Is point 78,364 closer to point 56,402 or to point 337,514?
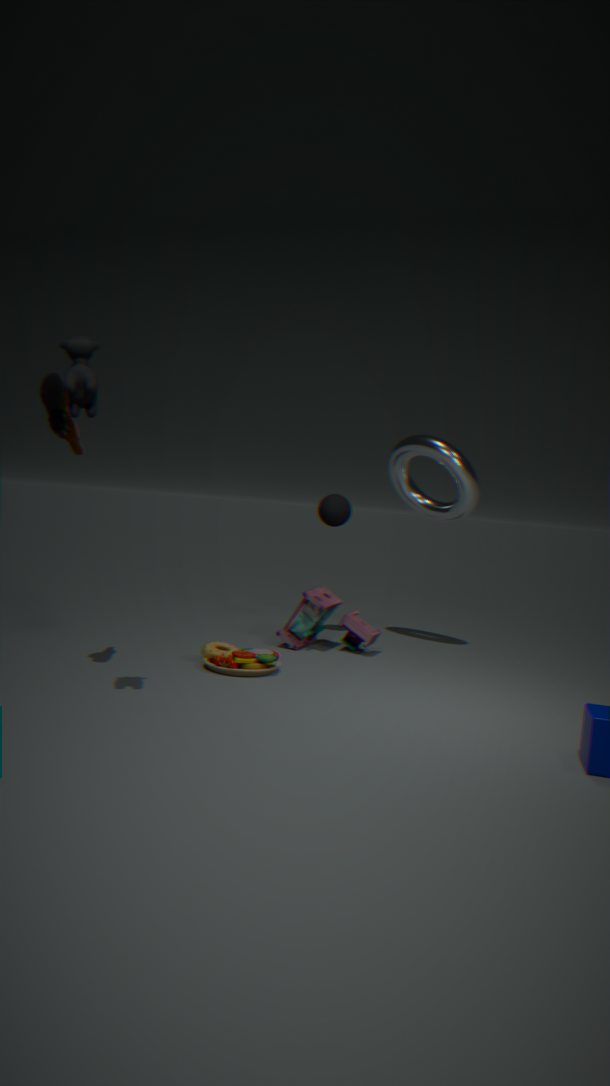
point 56,402
